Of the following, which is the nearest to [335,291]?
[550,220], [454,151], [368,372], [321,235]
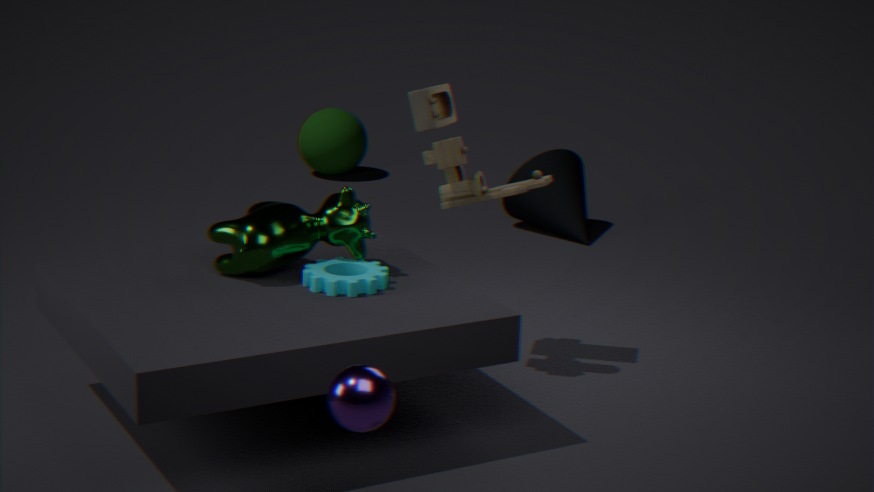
[321,235]
